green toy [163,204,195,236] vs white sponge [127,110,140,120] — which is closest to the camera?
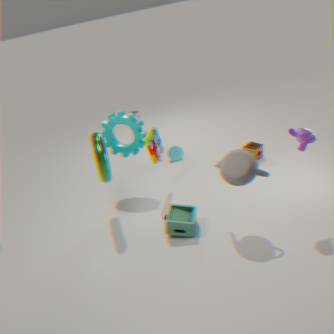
green toy [163,204,195,236]
